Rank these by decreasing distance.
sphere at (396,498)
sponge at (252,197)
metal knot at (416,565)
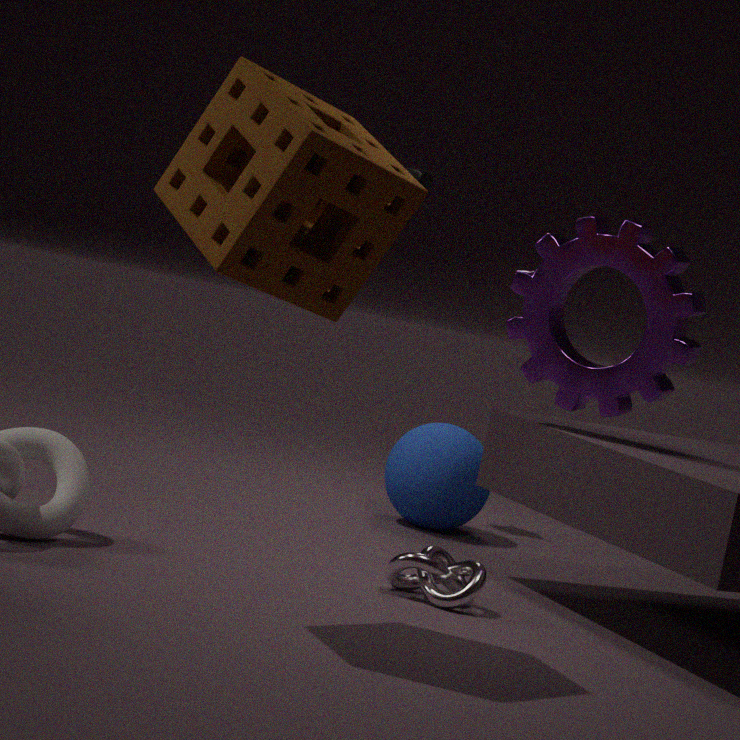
sphere at (396,498) → metal knot at (416,565) → sponge at (252,197)
